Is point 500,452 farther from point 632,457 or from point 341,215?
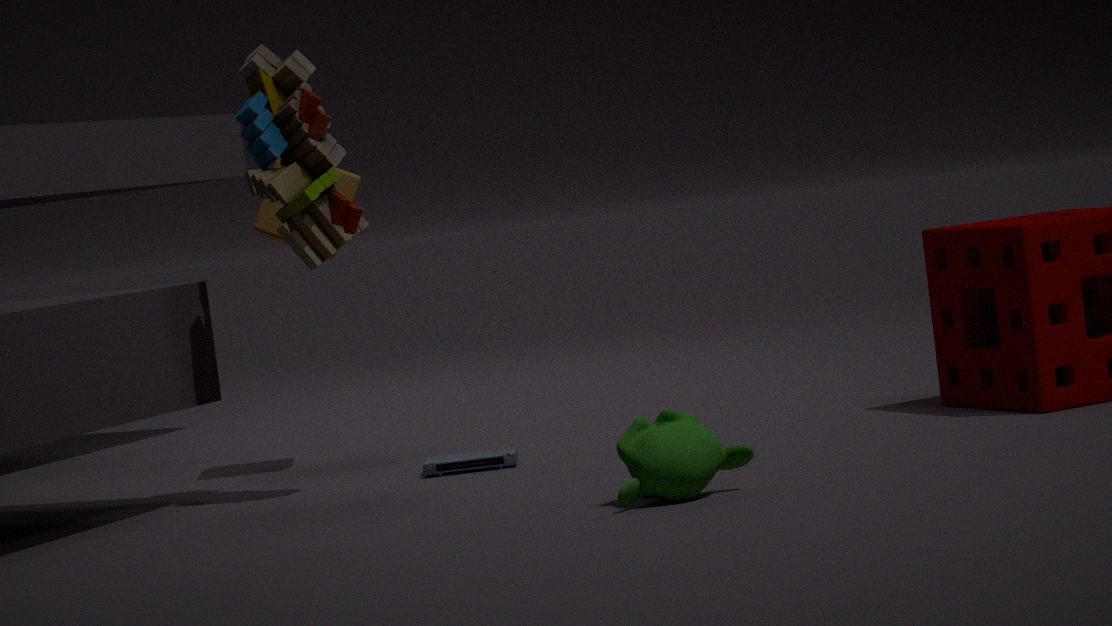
point 632,457
